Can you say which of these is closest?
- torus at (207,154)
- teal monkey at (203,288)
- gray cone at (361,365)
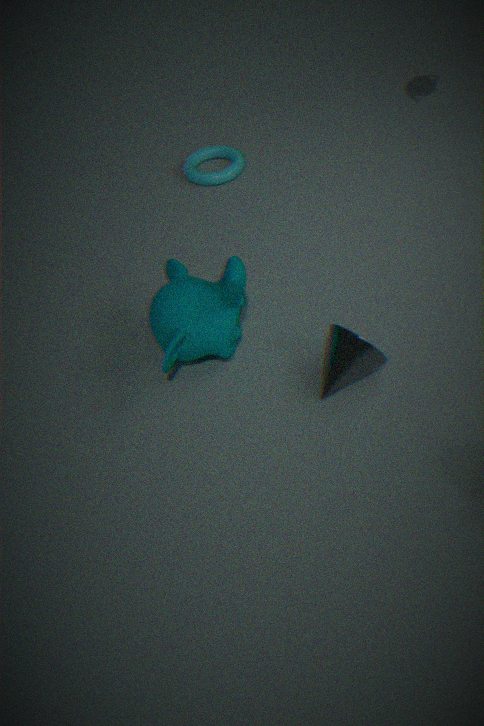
gray cone at (361,365)
